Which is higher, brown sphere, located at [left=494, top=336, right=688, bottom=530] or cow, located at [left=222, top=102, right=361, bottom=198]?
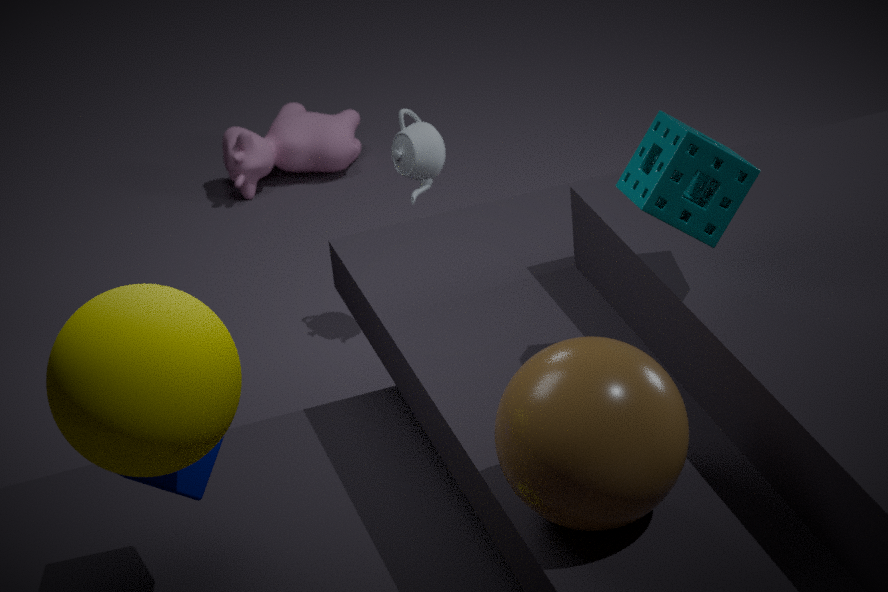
brown sphere, located at [left=494, top=336, right=688, bottom=530]
